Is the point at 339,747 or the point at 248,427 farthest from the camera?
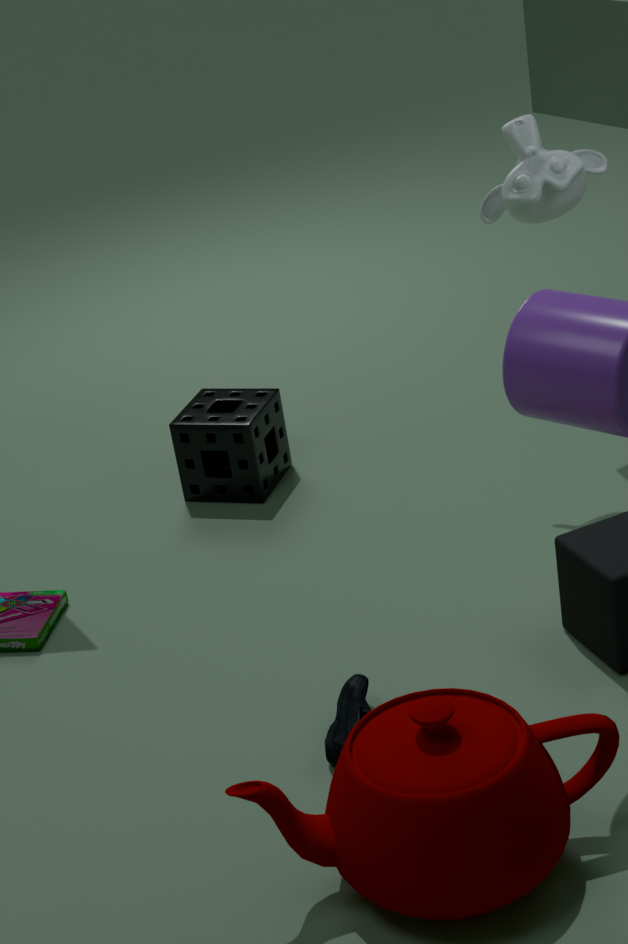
the point at 248,427
